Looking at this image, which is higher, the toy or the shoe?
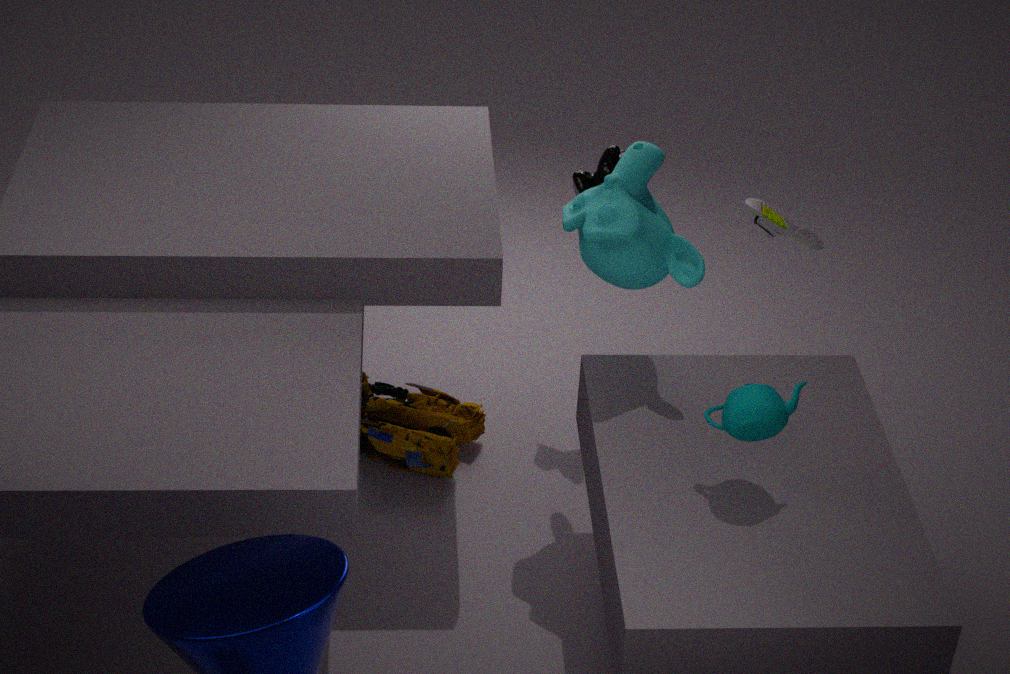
the shoe
